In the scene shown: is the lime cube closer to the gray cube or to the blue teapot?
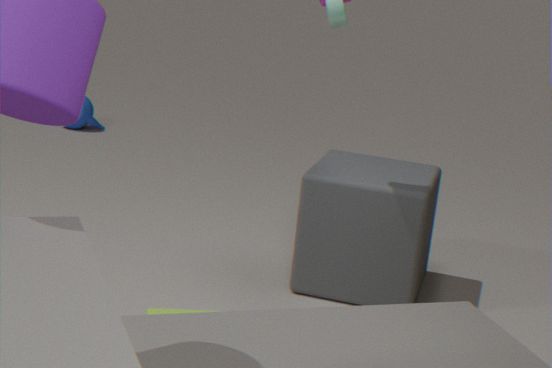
the gray cube
